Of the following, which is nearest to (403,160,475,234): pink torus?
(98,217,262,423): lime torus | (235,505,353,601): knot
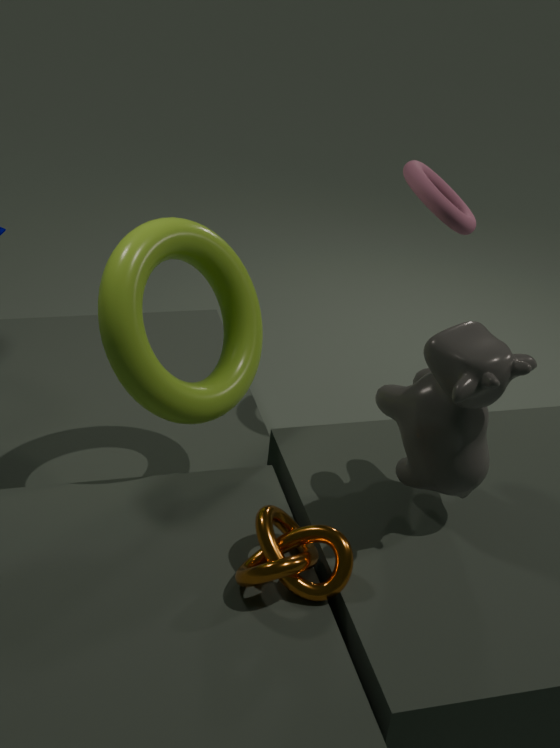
(98,217,262,423): lime torus
